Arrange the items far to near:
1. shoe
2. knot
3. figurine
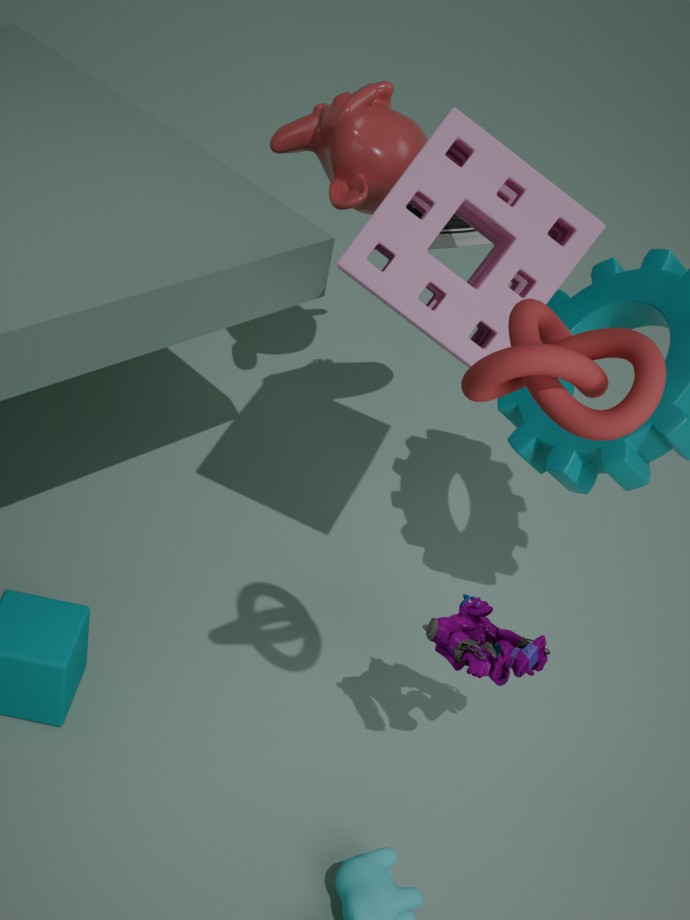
1. shoe
2. figurine
3. knot
